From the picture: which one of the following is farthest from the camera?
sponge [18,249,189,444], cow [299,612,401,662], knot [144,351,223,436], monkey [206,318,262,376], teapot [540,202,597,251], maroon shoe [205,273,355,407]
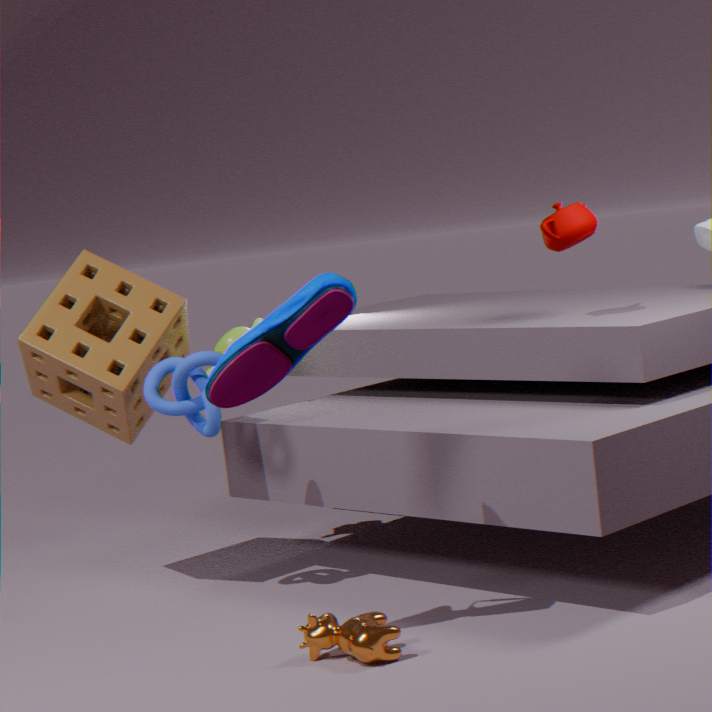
monkey [206,318,262,376]
